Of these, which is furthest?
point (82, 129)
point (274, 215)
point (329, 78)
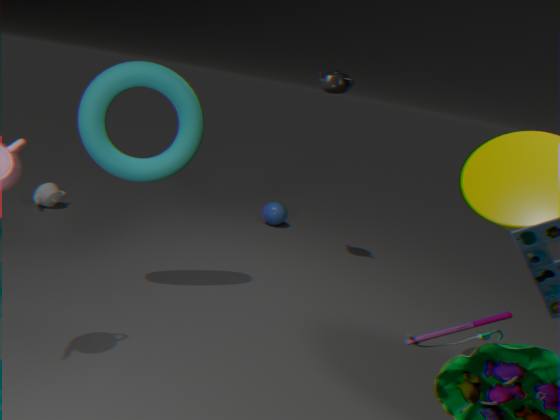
point (274, 215)
